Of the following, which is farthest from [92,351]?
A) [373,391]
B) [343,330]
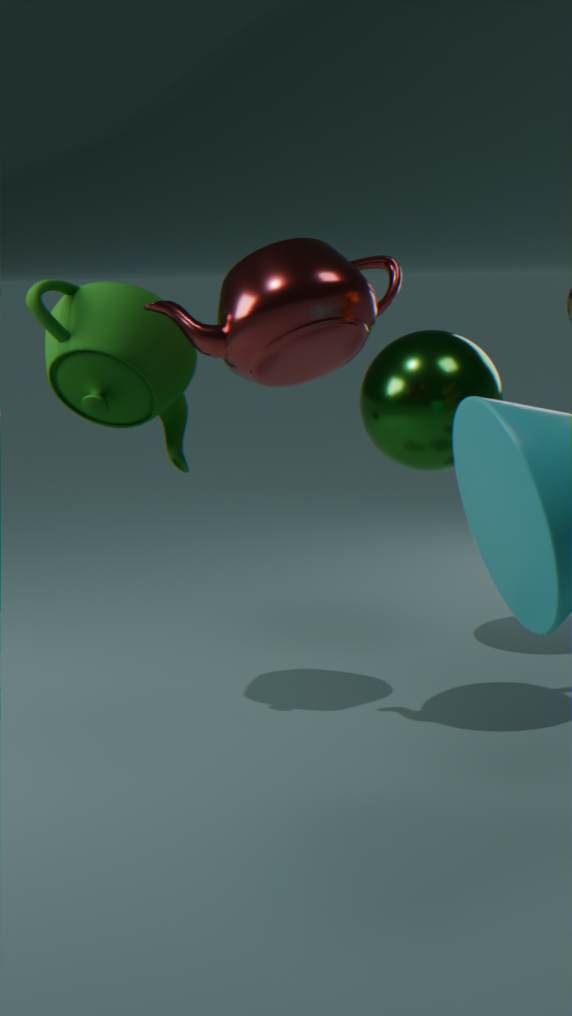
[373,391]
